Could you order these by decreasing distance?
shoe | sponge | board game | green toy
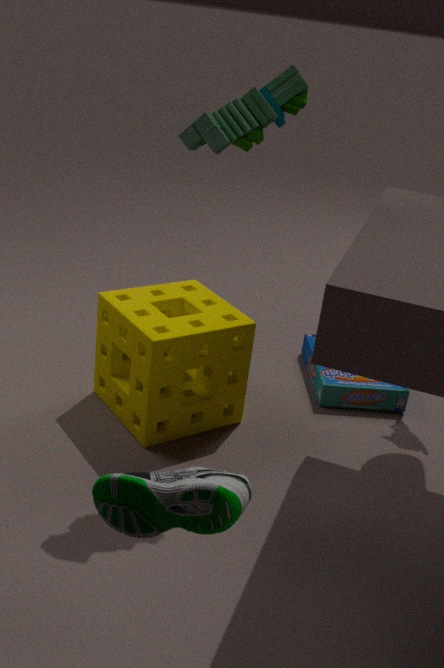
board game → sponge → green toy → shoe
